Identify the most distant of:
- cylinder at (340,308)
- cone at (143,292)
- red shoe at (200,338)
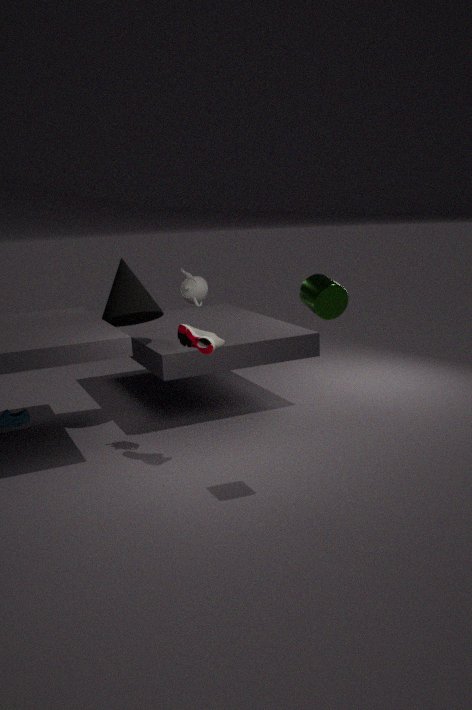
cone at (143,292)
